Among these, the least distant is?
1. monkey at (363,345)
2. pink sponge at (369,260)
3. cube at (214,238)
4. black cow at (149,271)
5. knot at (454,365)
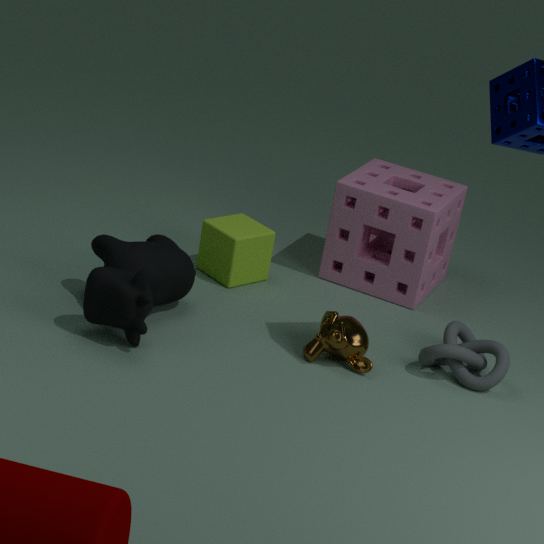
black cow at (149,271)
